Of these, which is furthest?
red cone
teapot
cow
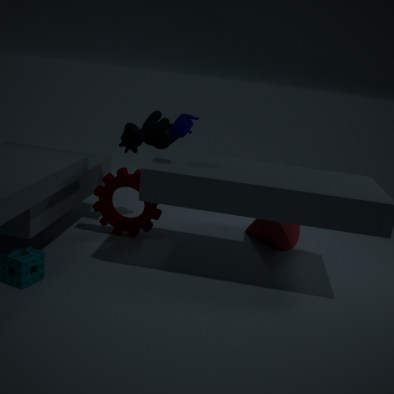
red cone
